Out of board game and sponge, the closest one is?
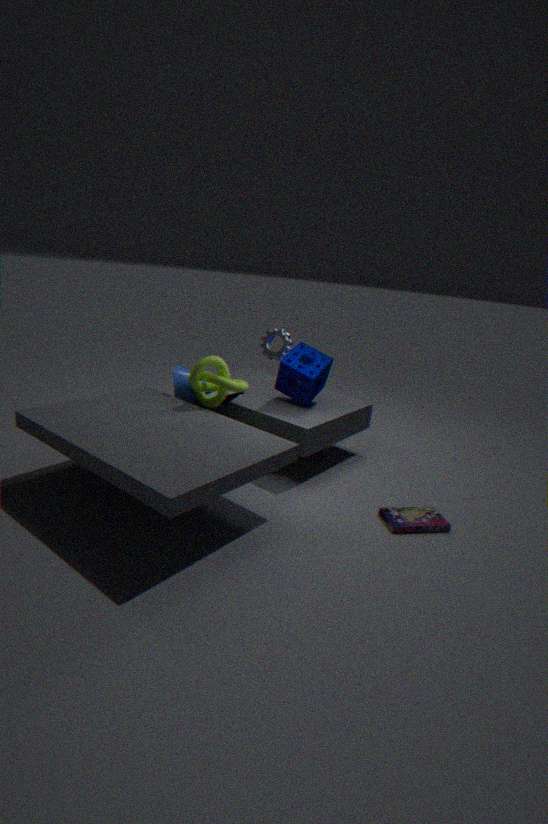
board game
